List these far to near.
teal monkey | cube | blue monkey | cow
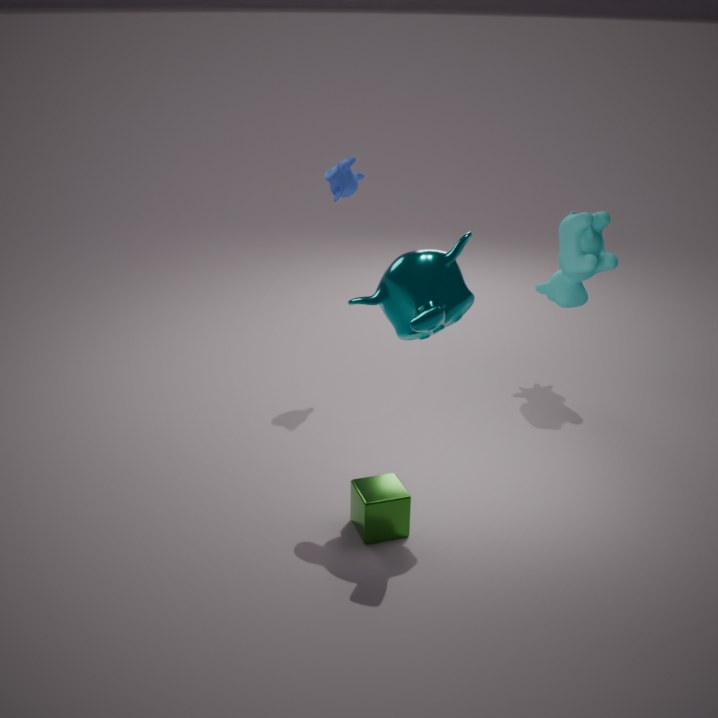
cow
blue monkey
cube
teal monkey
